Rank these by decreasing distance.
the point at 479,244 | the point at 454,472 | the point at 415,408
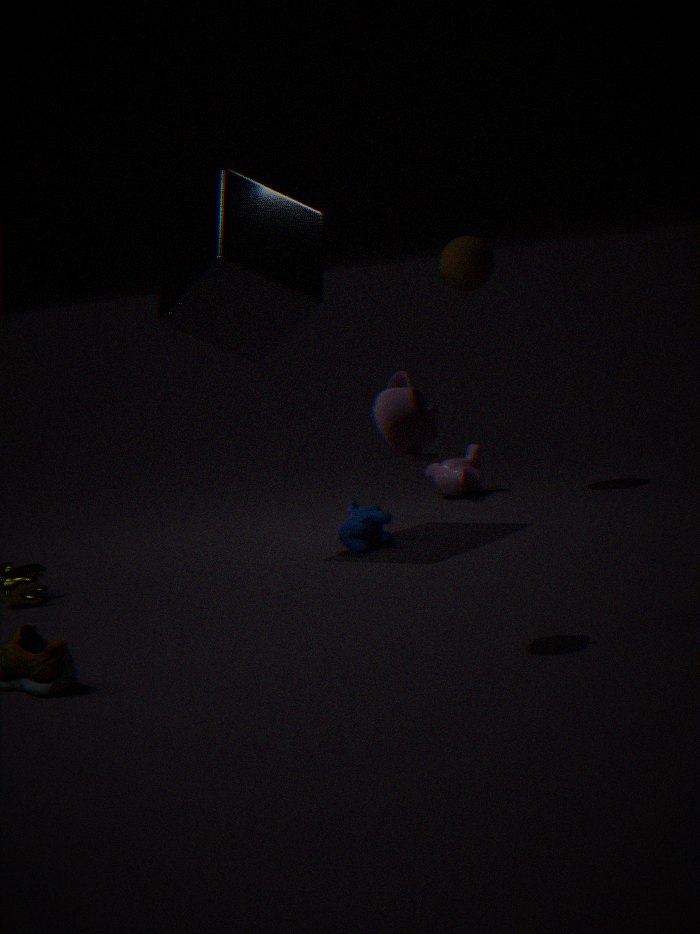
the point at 454,472, the point at 479,244, the point at 415,408
